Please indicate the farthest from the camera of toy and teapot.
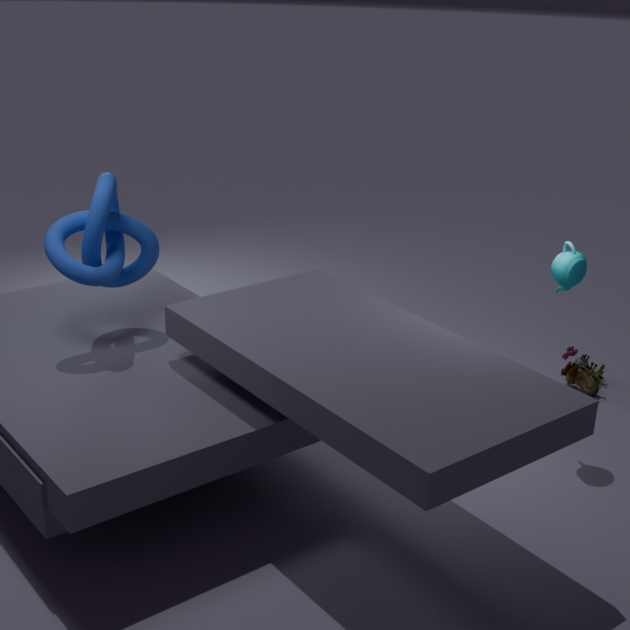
toy
